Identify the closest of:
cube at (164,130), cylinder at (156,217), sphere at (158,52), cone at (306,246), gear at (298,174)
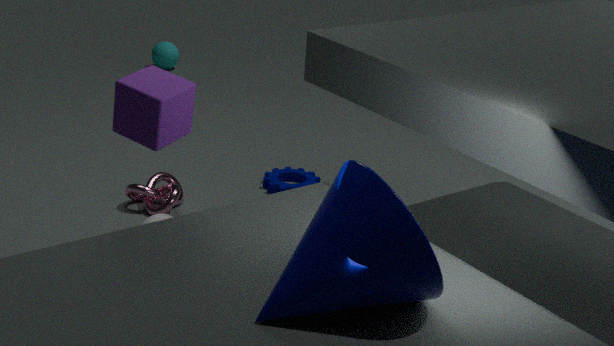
cone at (306,246)
